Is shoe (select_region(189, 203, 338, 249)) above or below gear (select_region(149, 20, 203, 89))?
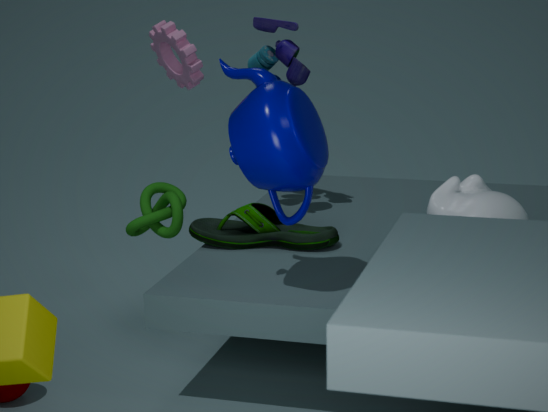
below
